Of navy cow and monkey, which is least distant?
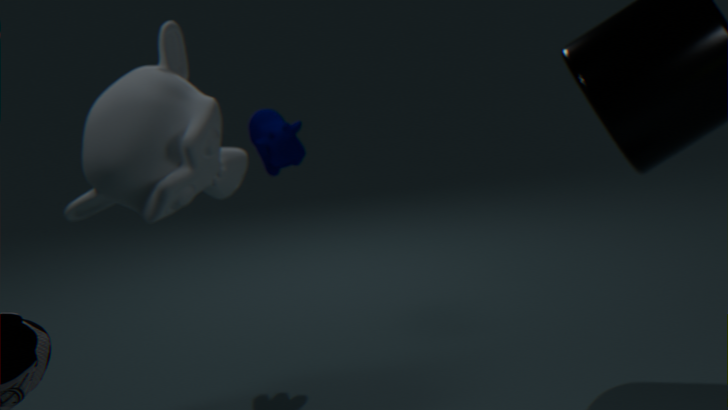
monkey
